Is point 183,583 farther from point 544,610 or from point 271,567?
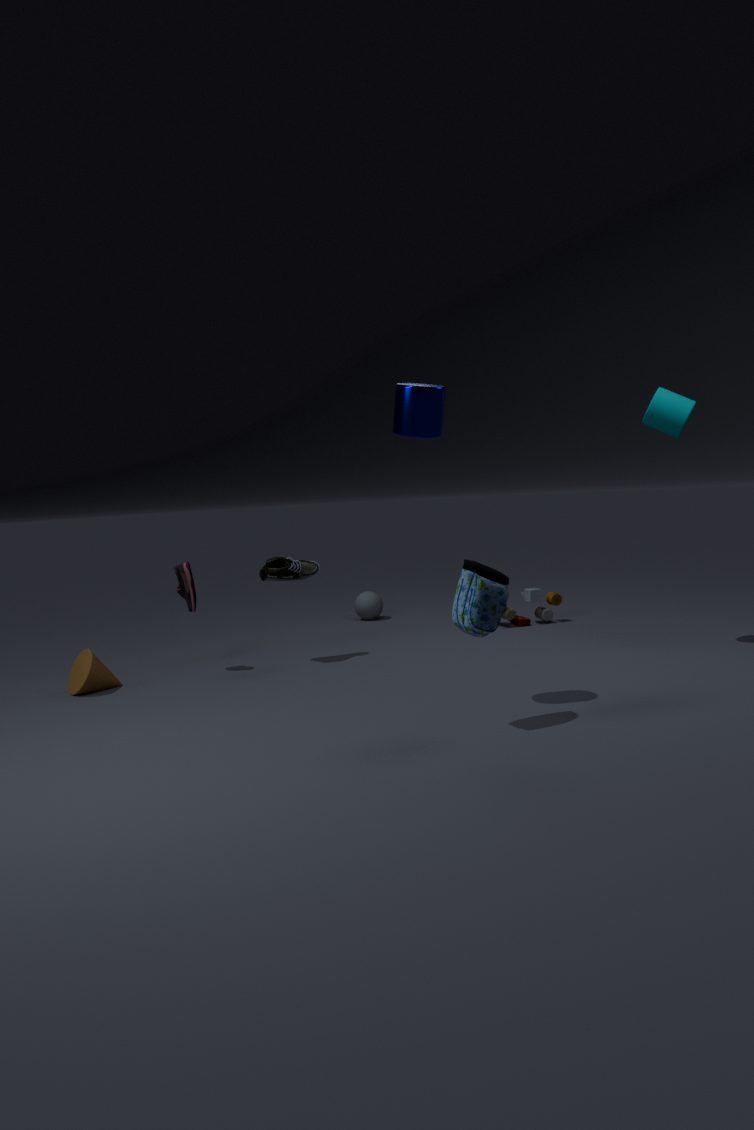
point 544,610
